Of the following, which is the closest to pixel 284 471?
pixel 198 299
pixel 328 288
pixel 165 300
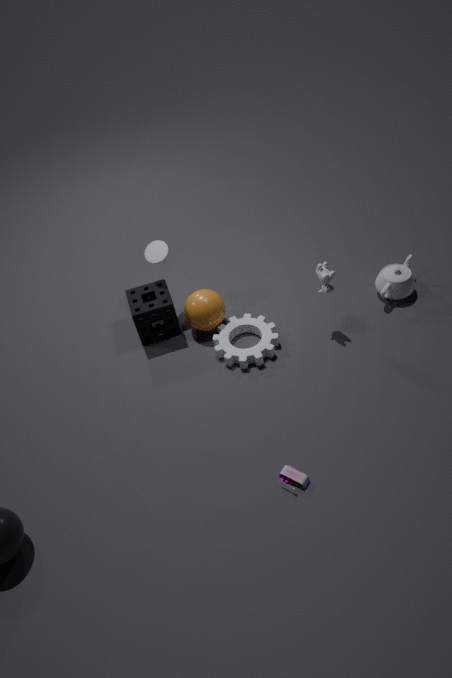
pixel 328 288
